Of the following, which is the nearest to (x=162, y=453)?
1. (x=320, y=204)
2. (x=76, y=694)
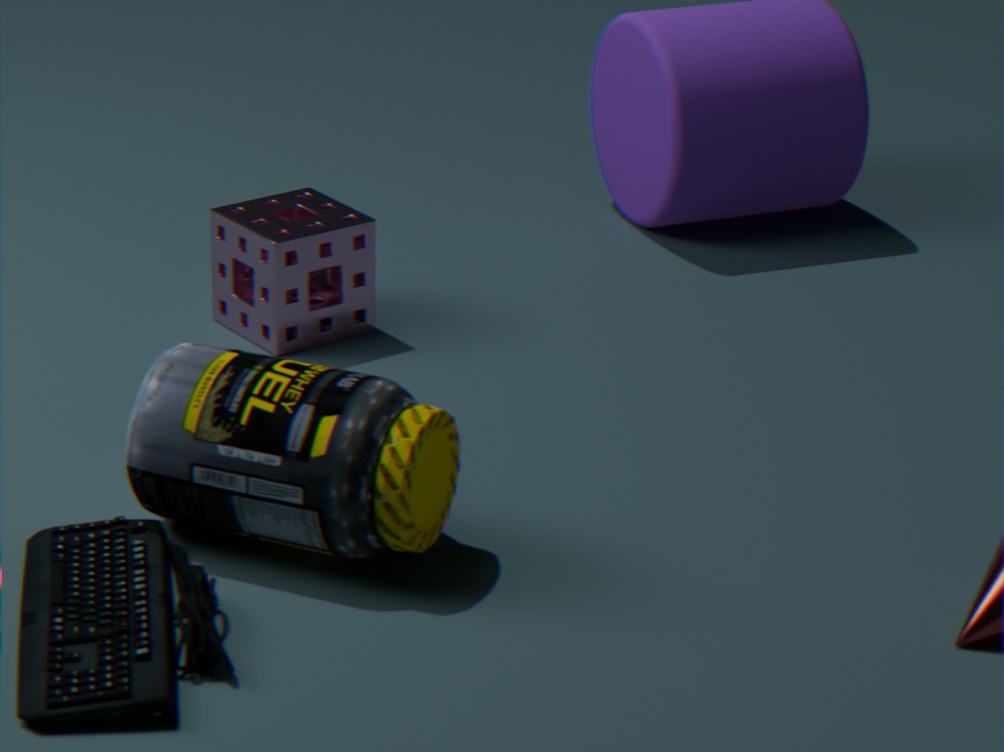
(x=76, y=694)
